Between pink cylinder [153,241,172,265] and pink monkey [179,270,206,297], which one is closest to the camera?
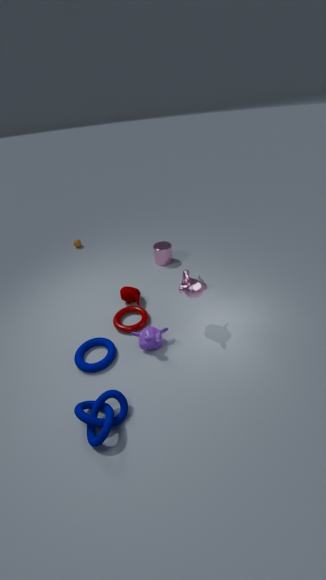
pink monkey [179,270,206,297]
